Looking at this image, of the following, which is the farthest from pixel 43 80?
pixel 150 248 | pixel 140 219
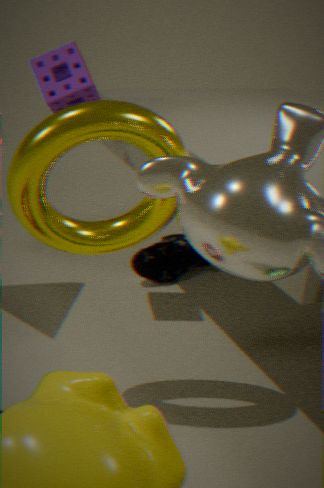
pixel 150 248
